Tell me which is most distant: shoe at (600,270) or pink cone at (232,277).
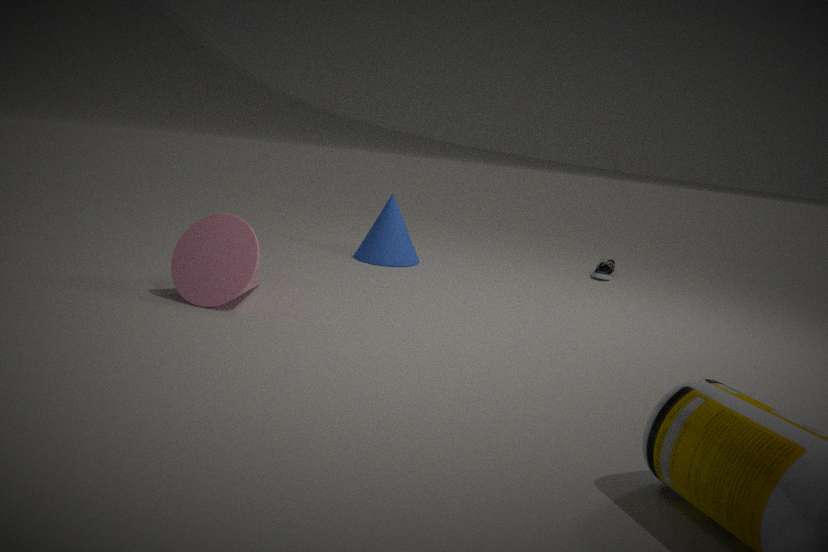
shoe at (600,270)
